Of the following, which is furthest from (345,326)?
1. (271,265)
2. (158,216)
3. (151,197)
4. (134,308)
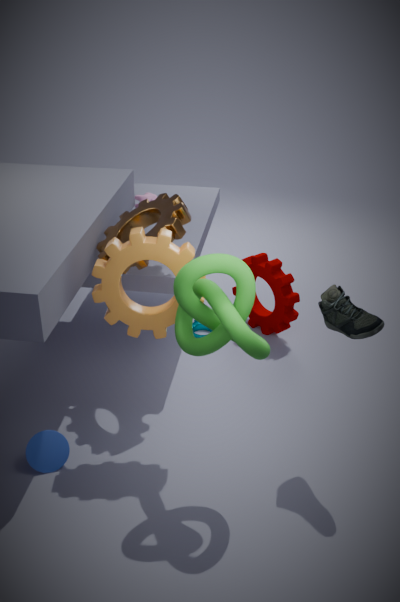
(151,197)
